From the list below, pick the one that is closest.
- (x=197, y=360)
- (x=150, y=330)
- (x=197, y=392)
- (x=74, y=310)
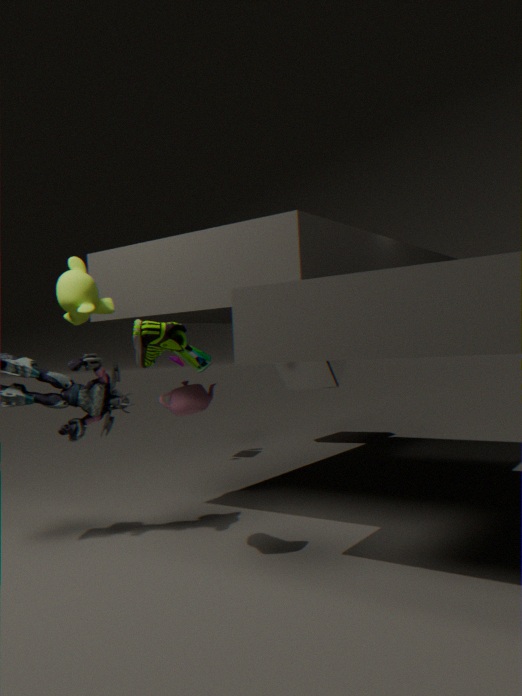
(x=150, y=330)
